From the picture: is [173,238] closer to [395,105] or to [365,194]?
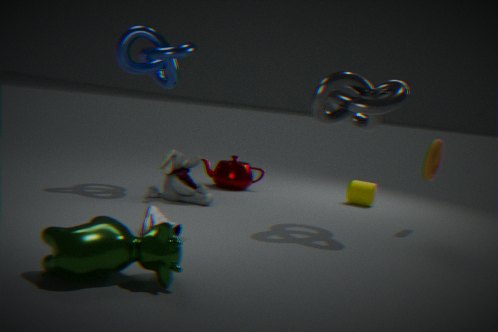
[395,105]
